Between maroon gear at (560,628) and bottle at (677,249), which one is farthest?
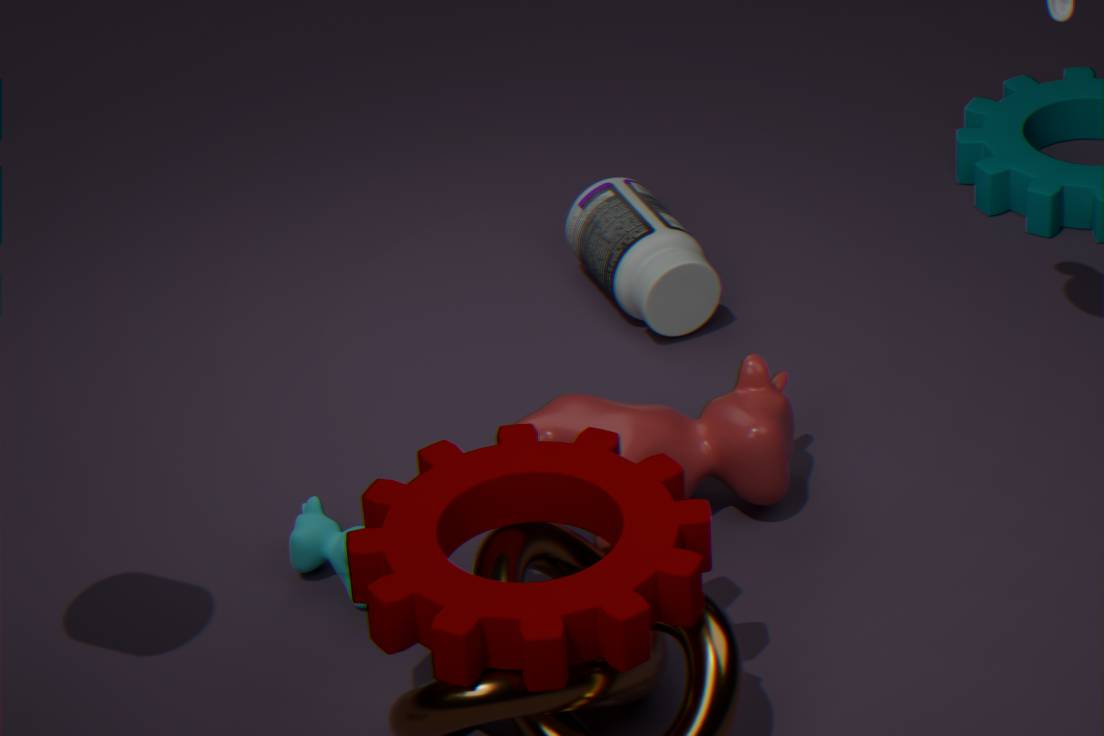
bottle at (677,249)
